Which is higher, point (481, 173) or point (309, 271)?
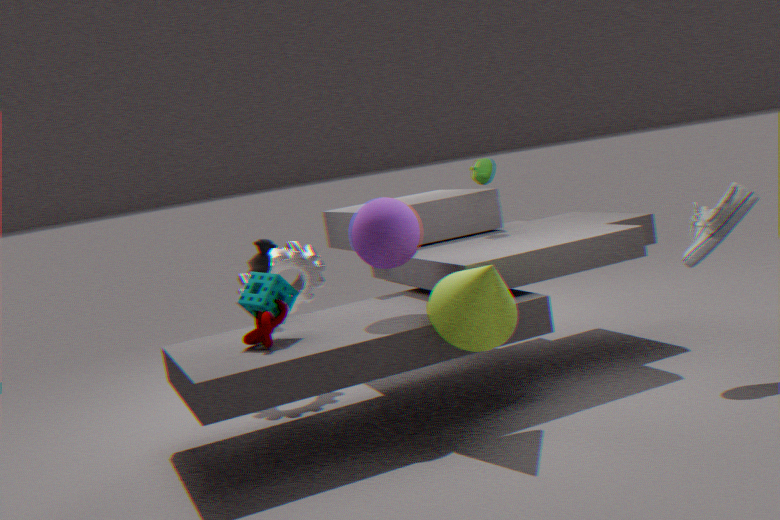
point (481, 173)
